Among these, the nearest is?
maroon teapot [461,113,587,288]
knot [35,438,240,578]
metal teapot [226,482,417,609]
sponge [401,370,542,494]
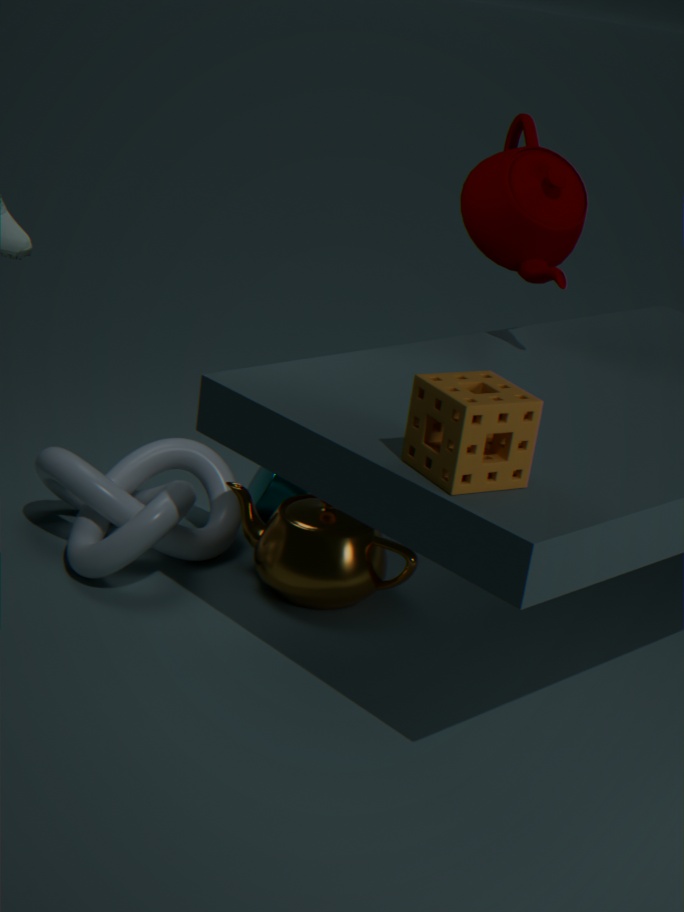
sponge [401,370,542,494]
